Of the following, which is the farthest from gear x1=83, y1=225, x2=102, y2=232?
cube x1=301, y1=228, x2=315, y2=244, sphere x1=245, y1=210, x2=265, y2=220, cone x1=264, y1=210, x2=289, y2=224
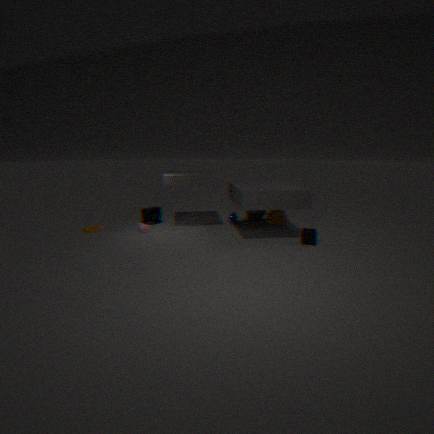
cube x1=301, y1=228, x2=315, y2=244
